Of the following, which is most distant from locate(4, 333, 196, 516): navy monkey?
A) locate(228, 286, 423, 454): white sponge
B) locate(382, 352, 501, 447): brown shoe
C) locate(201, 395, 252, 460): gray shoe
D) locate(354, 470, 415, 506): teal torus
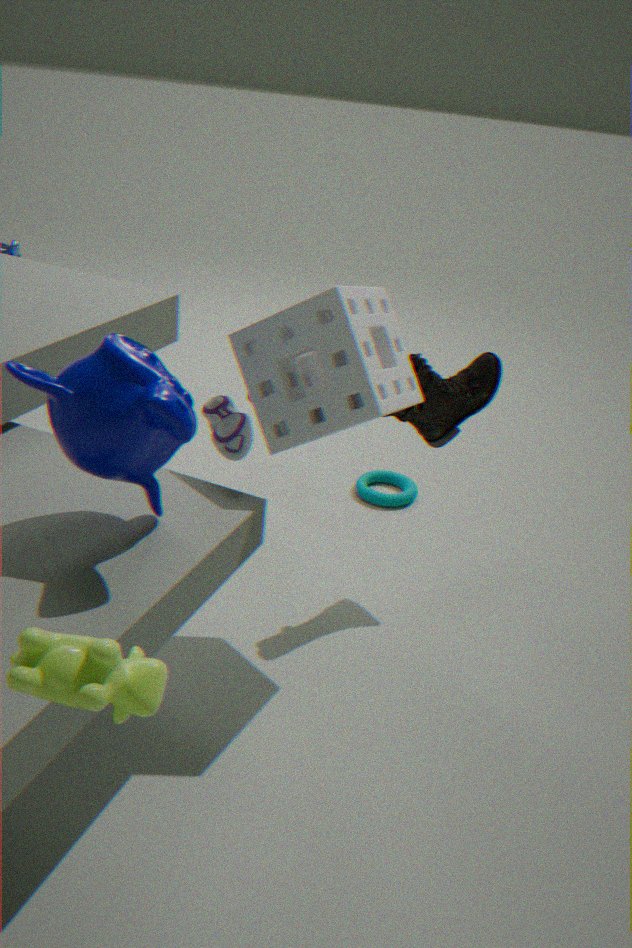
locate(354, 470, 415, 506): teal torus
